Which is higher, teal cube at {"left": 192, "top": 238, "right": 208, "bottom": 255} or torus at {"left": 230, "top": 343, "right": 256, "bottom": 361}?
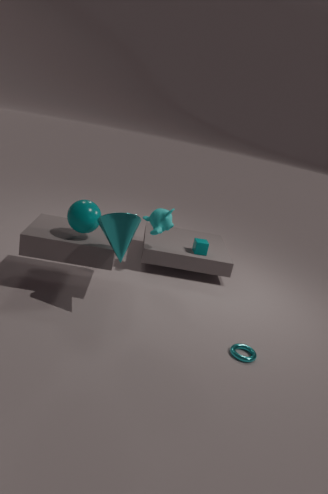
teal cube at {"left": 192, "top": 238, "right": 208, "bottom": 255}
